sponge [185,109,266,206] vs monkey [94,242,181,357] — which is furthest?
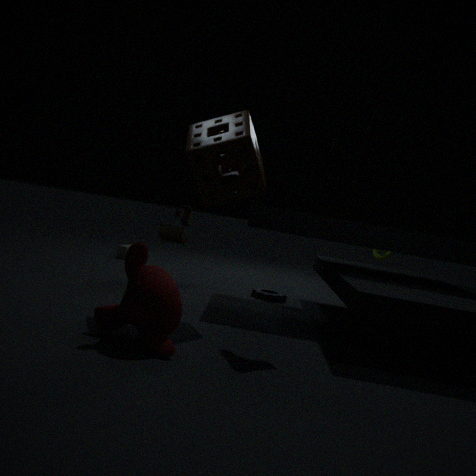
sponge [185,109,266,206]
